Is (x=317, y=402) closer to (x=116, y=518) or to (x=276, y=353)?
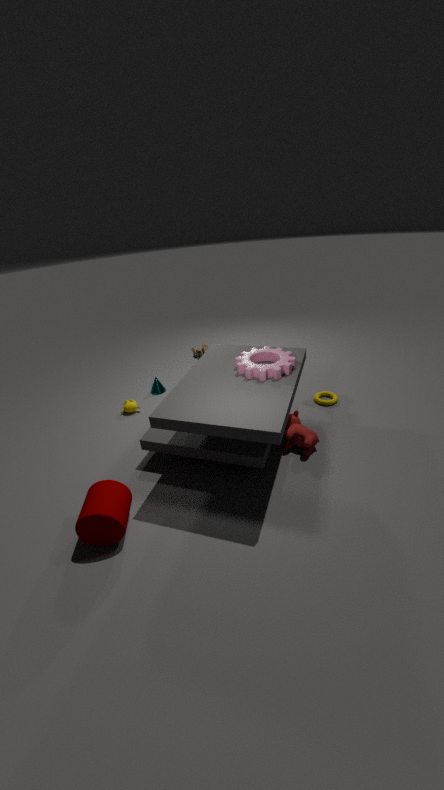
(x=276, y=353)
